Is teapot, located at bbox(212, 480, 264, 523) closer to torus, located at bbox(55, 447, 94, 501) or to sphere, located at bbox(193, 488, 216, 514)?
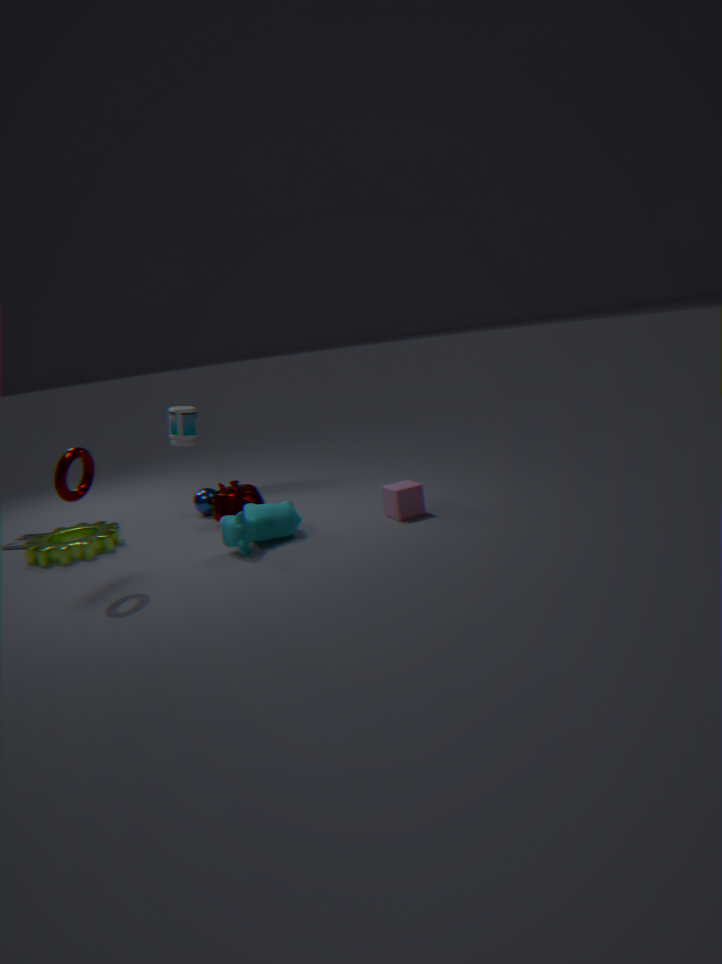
sphere, located at bbox(193, 488, 216, 514)
